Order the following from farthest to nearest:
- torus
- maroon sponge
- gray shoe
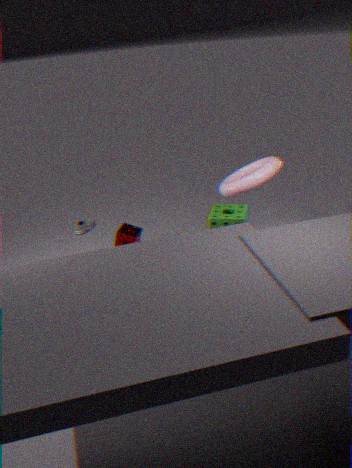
gray shoe → maroon sponge → torus
